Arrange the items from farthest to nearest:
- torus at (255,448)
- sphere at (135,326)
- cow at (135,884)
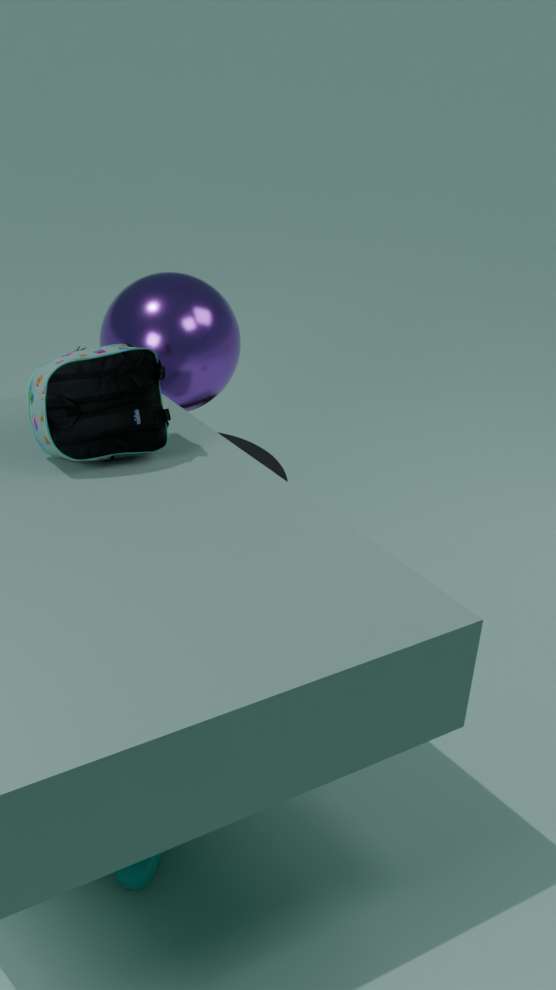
1. torus at (255,448)
2. sphere at (135,326)
3. cow at (135,884)
